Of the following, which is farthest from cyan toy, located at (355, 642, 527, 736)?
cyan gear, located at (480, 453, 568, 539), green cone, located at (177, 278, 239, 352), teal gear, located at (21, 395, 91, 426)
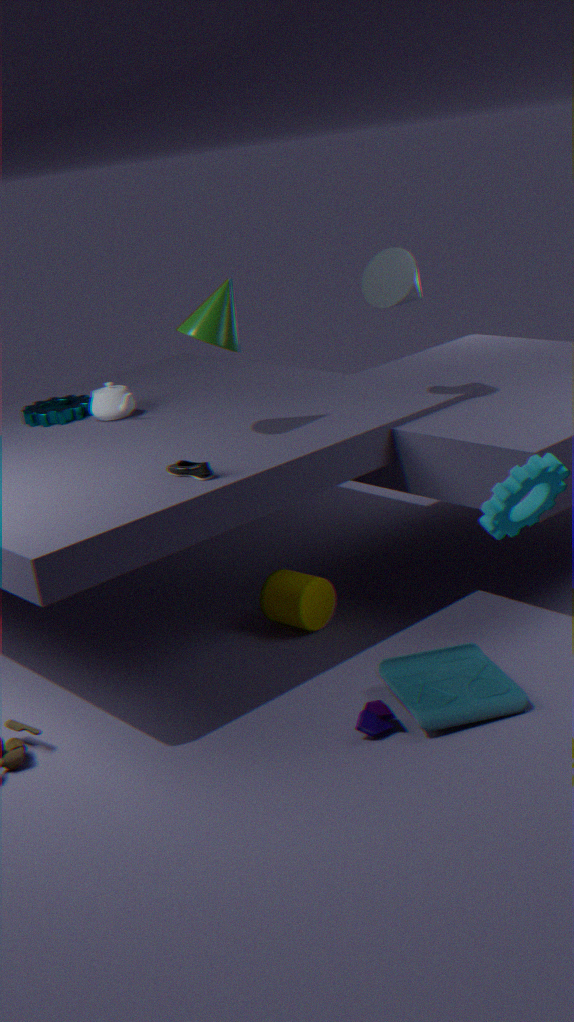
teal gear, located at (21, 395, 91, 426)
